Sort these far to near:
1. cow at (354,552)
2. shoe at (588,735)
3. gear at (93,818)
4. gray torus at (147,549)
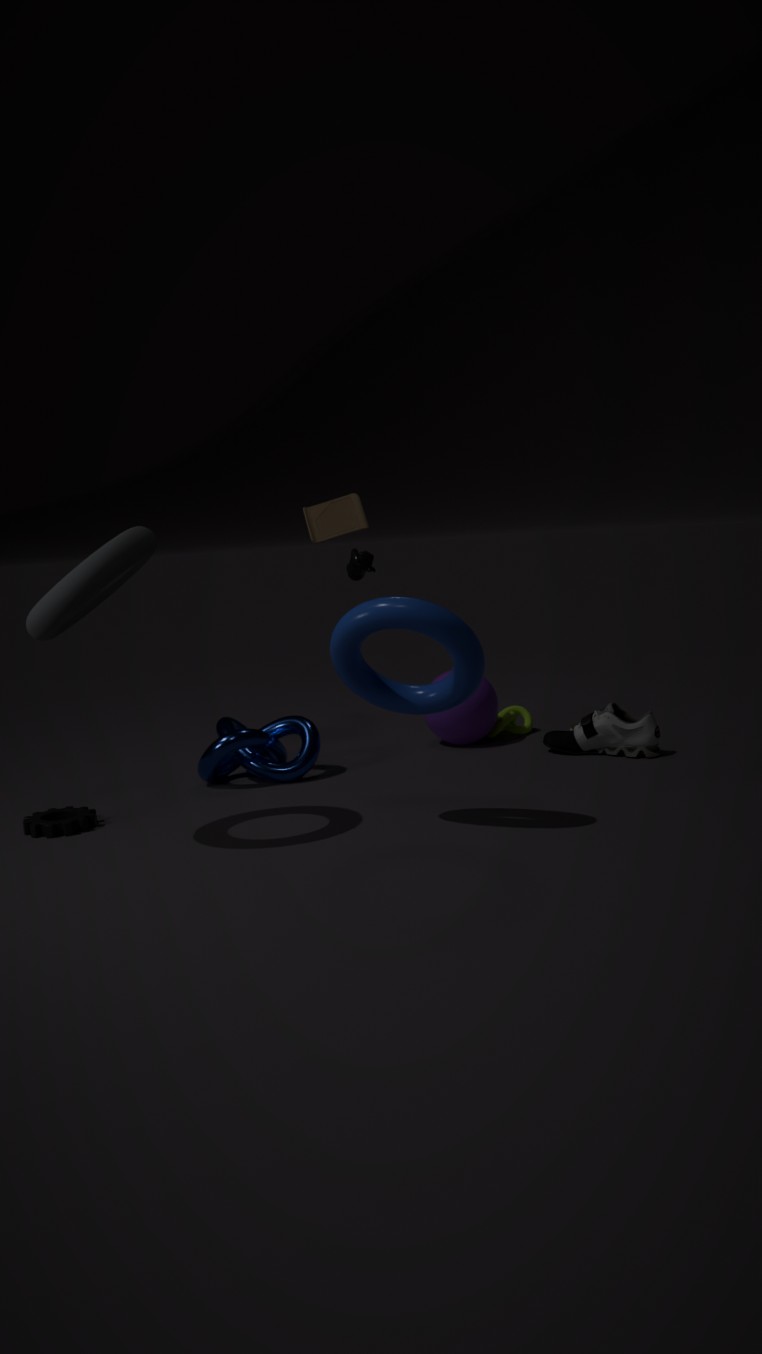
cow at (354,552) → shoe at (588,735) → gear at (93,818) → gray torus at (147,549)
